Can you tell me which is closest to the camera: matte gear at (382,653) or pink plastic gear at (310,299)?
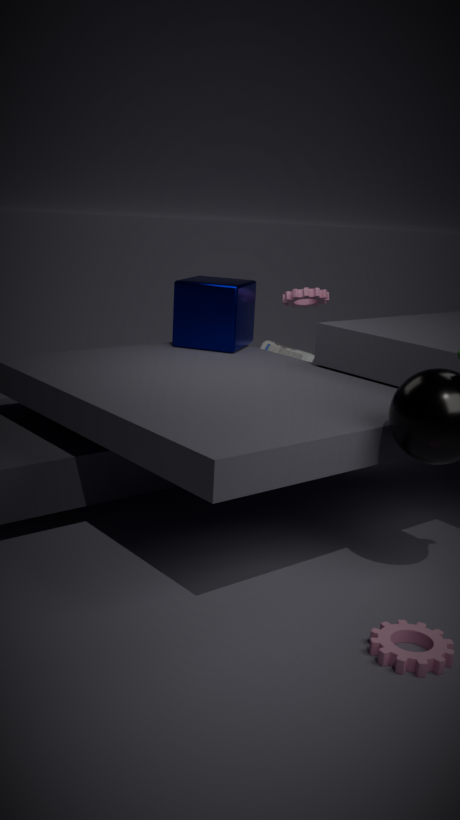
matte gear at (382,653)
